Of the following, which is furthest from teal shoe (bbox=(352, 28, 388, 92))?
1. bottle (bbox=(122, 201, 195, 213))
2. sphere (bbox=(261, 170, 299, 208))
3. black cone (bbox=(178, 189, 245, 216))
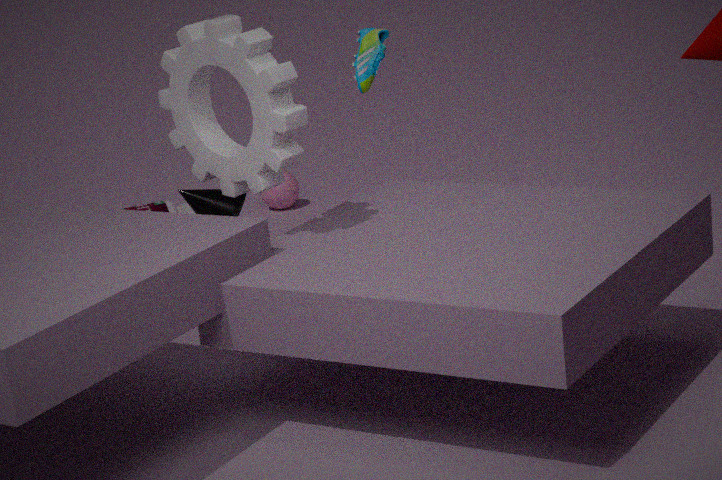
sphere (bbox=(261, 170, 299, 208))
